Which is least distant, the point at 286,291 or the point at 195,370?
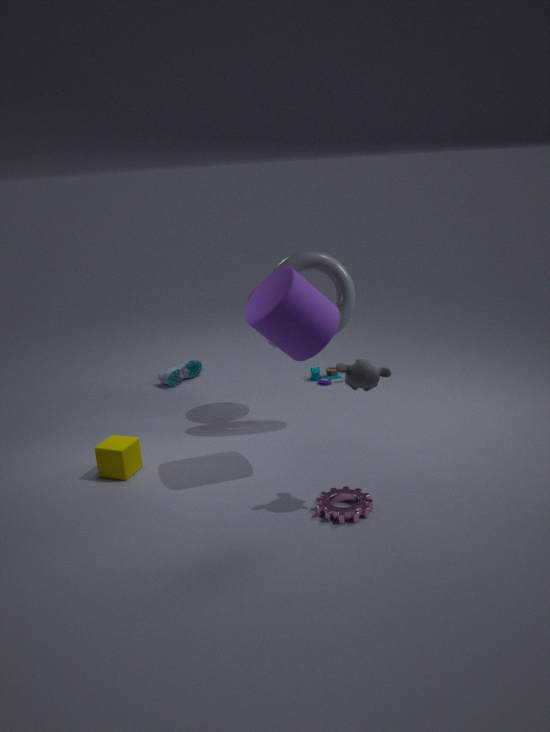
the point at 286,291
